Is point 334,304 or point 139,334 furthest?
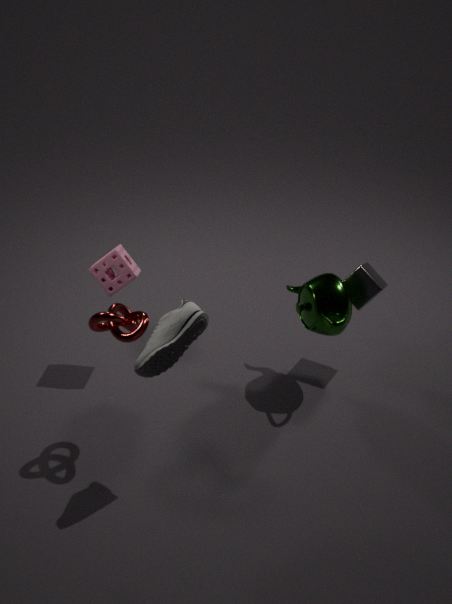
point 334,304
